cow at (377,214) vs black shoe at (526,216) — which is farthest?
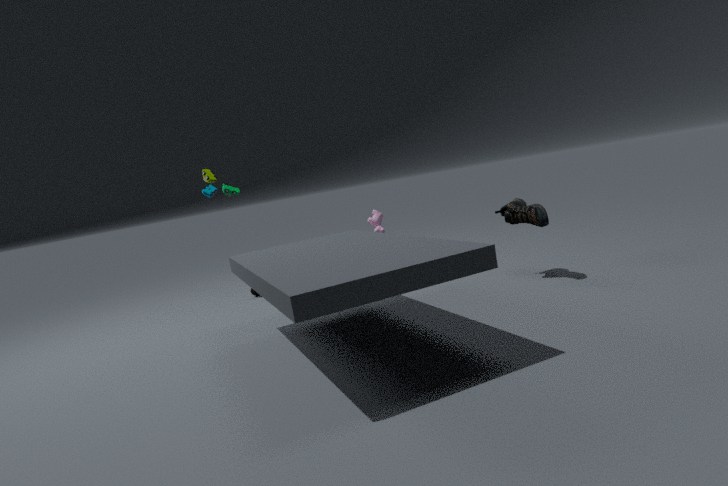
cow at (377,214)
